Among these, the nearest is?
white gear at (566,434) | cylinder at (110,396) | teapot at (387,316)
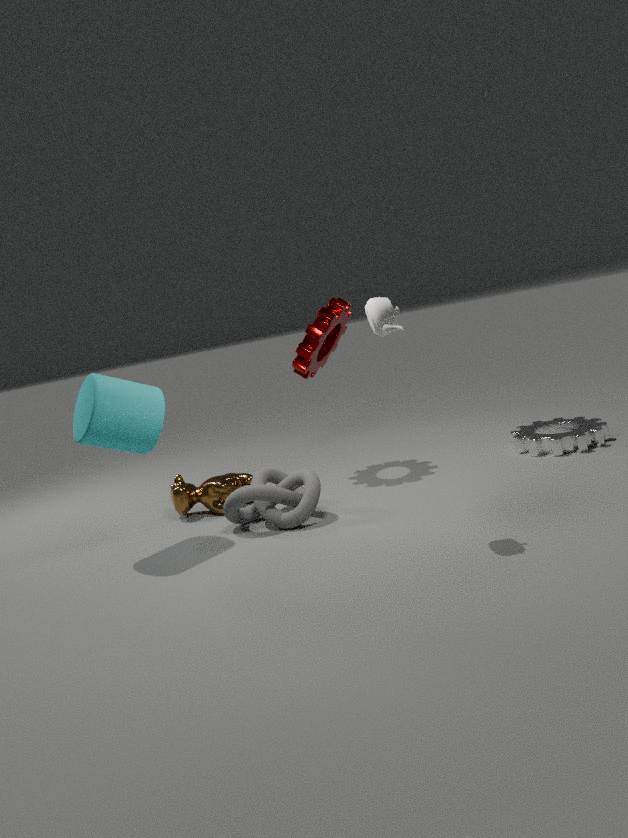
teapot at (387,316)
